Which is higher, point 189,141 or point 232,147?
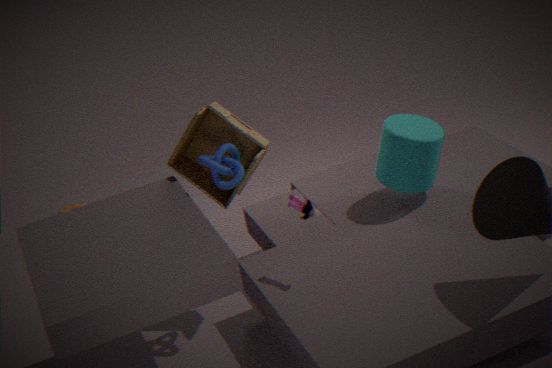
point 232,147
